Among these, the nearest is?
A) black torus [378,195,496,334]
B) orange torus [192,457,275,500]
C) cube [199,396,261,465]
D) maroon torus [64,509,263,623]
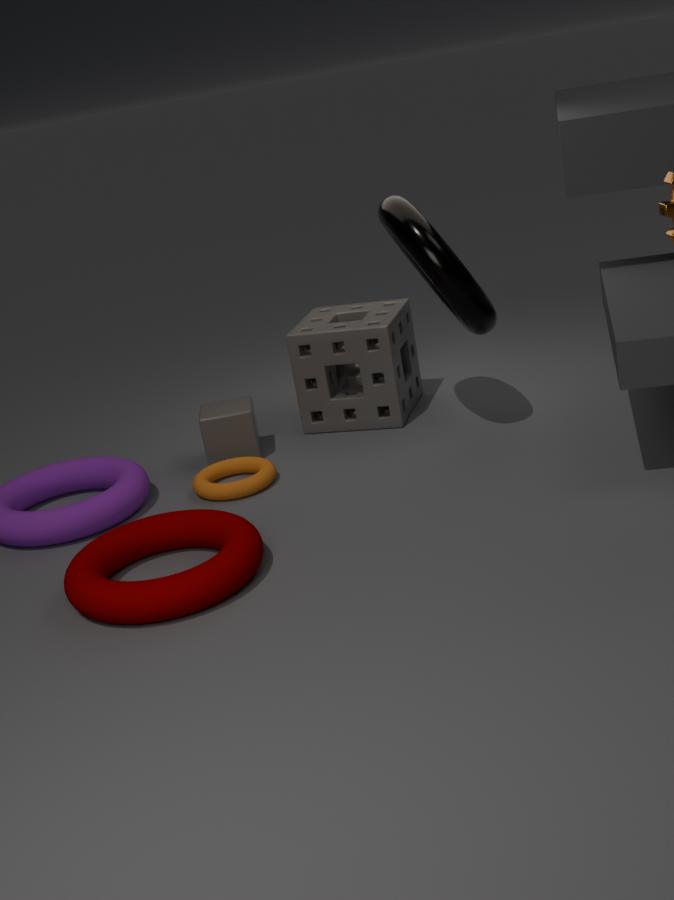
maroon torus [64,509,263,623]
